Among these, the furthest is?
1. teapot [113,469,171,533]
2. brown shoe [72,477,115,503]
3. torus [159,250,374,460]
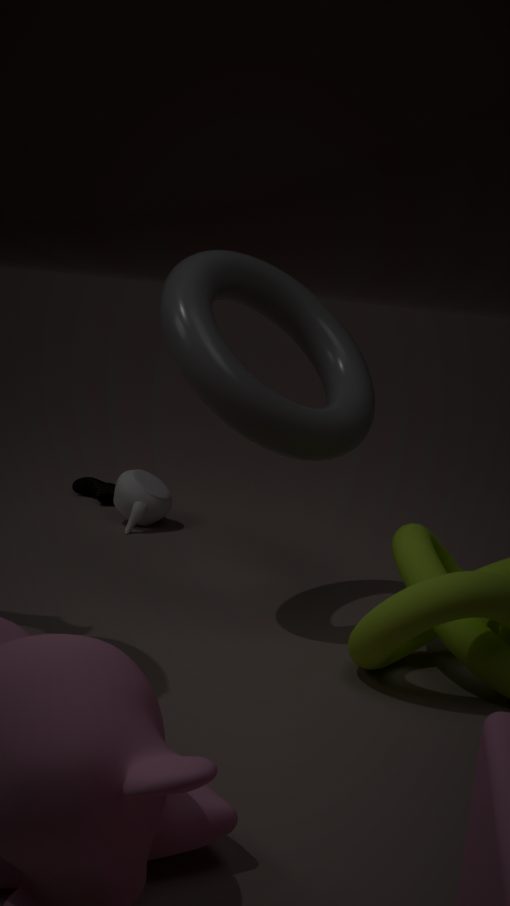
brown shoe [72,477,115,503]
